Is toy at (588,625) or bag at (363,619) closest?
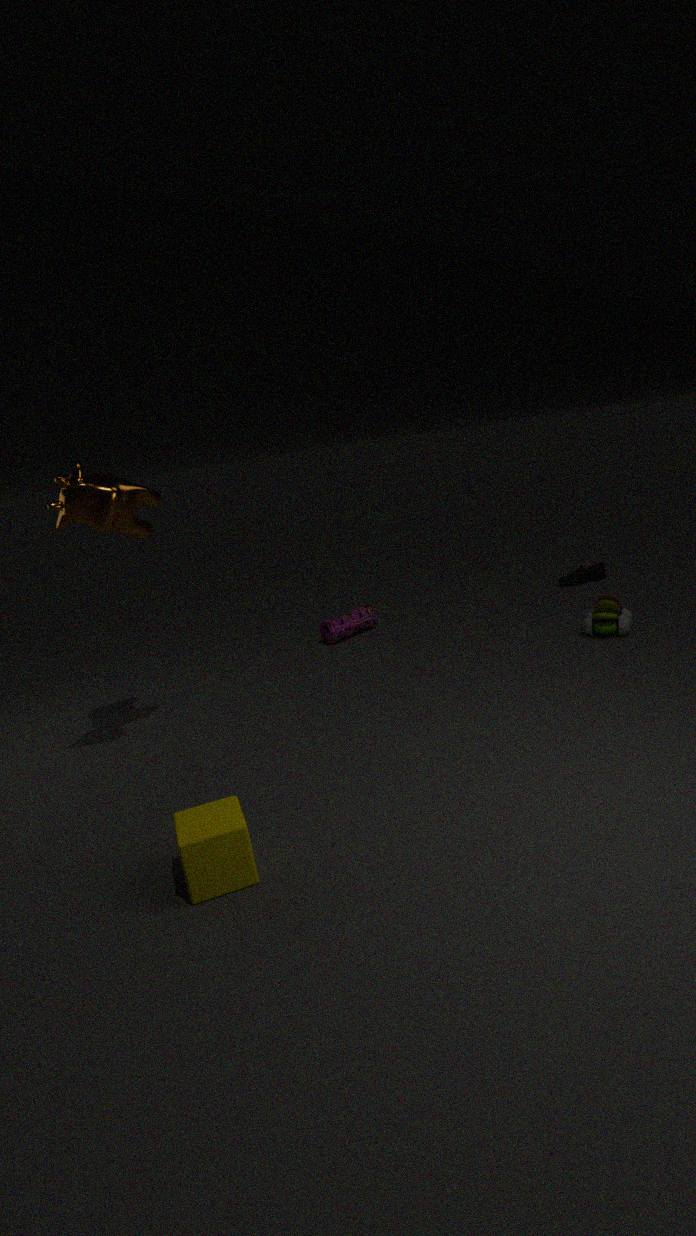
toy at (588,625)
